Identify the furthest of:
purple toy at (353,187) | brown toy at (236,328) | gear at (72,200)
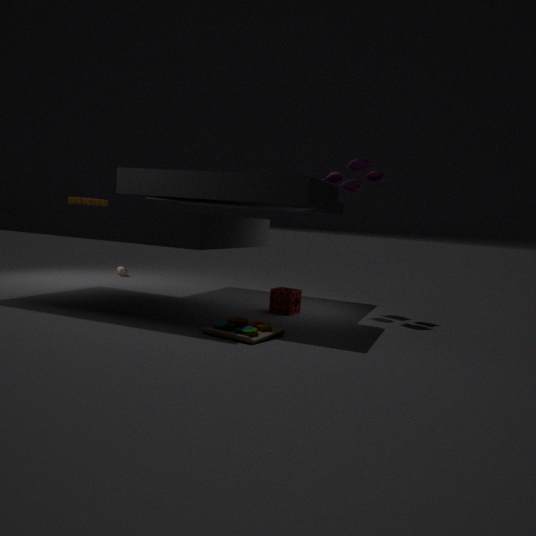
purple toy at (353,187)
